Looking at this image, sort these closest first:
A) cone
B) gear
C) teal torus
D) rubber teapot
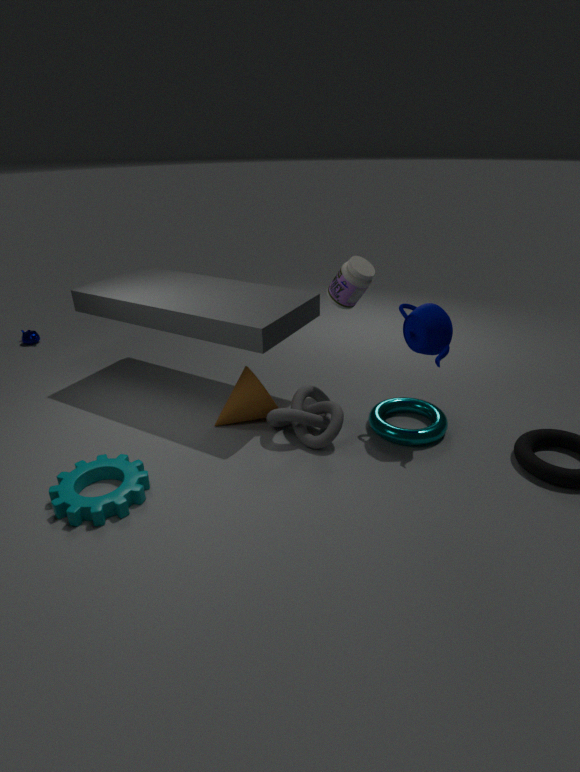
B. gear → D. rubber teapot → C. teal torus → A. cone
